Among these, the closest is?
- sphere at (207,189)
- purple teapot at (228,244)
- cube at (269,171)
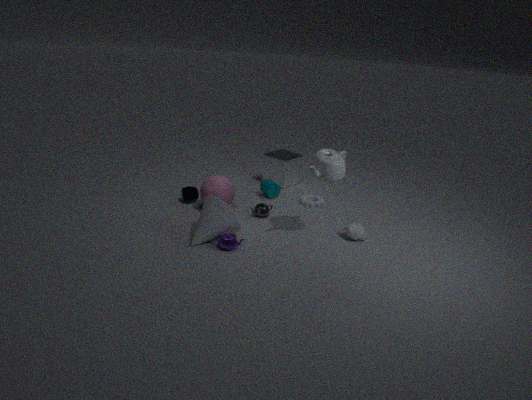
purple teapot at (228,244)
